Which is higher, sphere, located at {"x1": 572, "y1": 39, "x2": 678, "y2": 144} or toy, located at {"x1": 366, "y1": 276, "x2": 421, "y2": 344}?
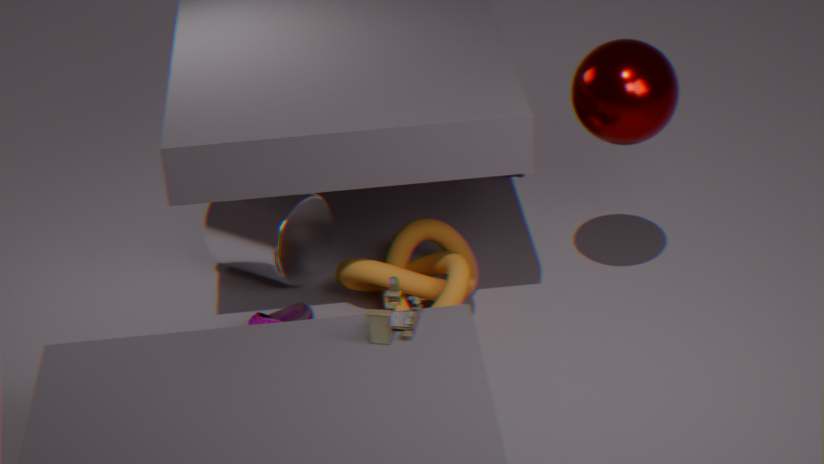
sphere, located at {"x1": 572, "y1": 39, "x2": 678, "y2": 144}
